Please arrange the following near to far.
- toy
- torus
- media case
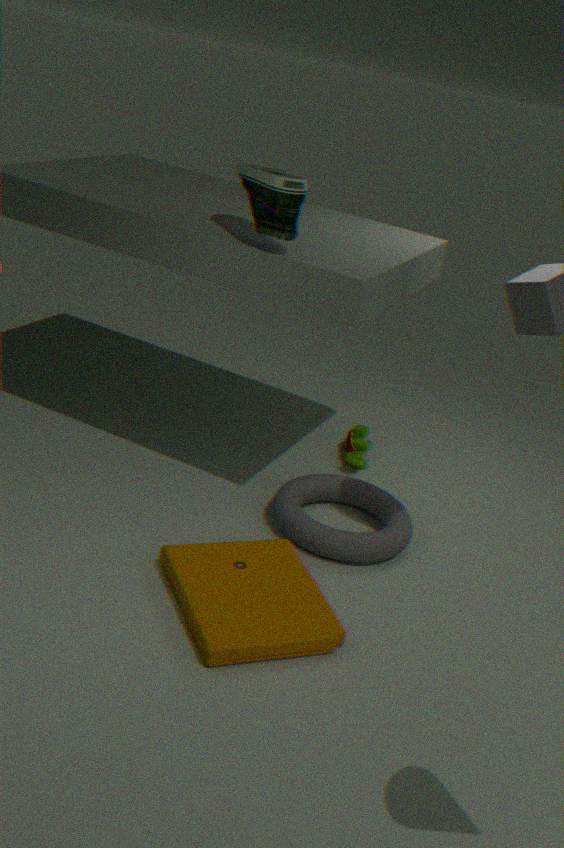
media case
torus
toy
